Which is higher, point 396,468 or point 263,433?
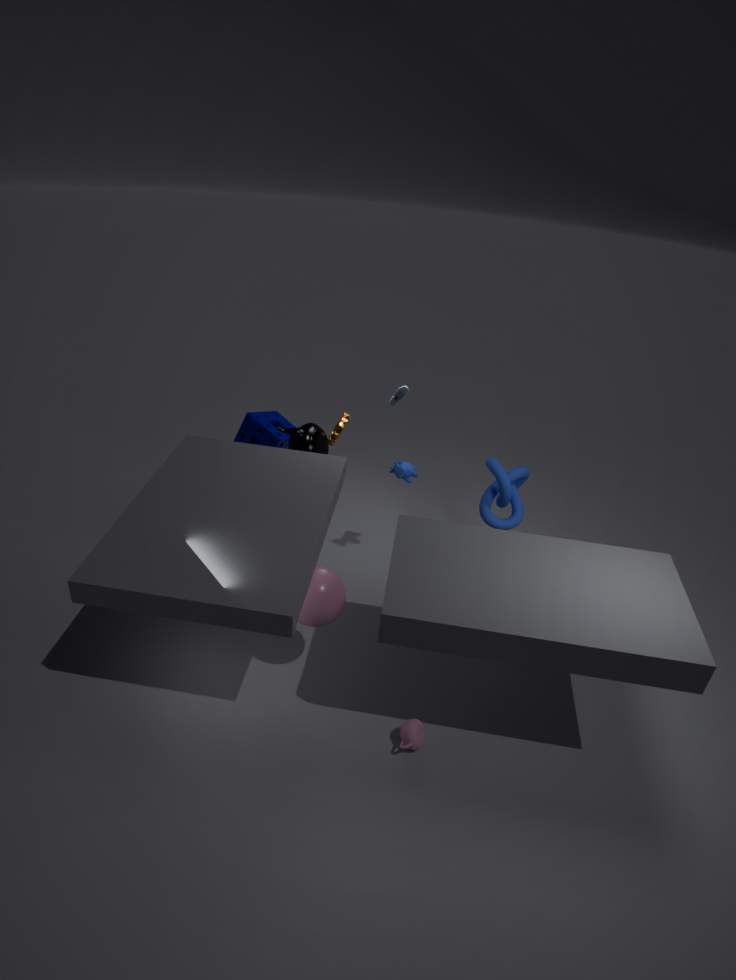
point 396,468
